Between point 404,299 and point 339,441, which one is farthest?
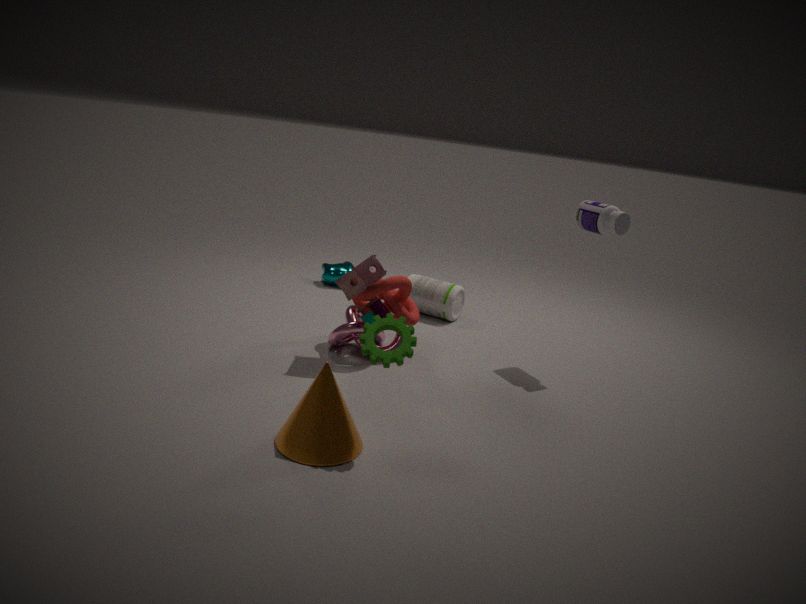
A: point 404,299
